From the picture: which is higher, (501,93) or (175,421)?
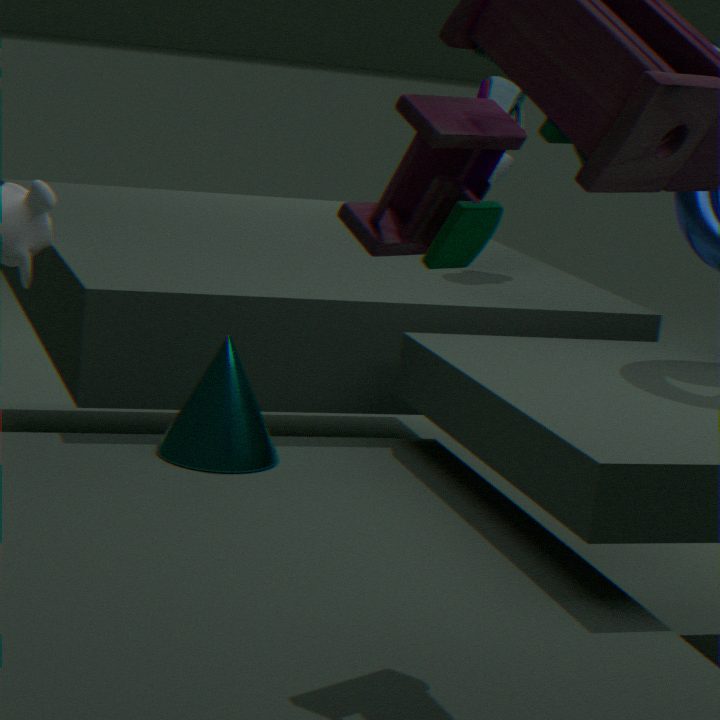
(501,93)
